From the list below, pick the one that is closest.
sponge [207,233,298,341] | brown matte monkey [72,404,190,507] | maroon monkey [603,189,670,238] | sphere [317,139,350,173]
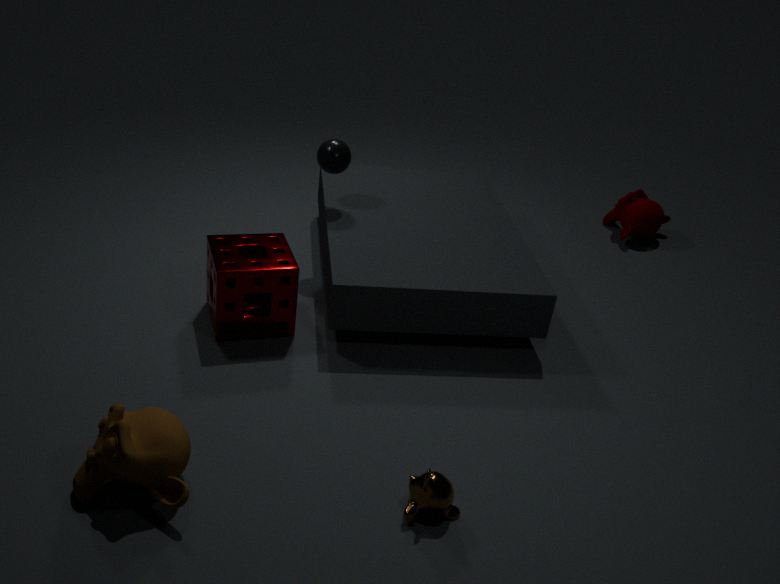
brown matte monkey [72,404,190,507]
